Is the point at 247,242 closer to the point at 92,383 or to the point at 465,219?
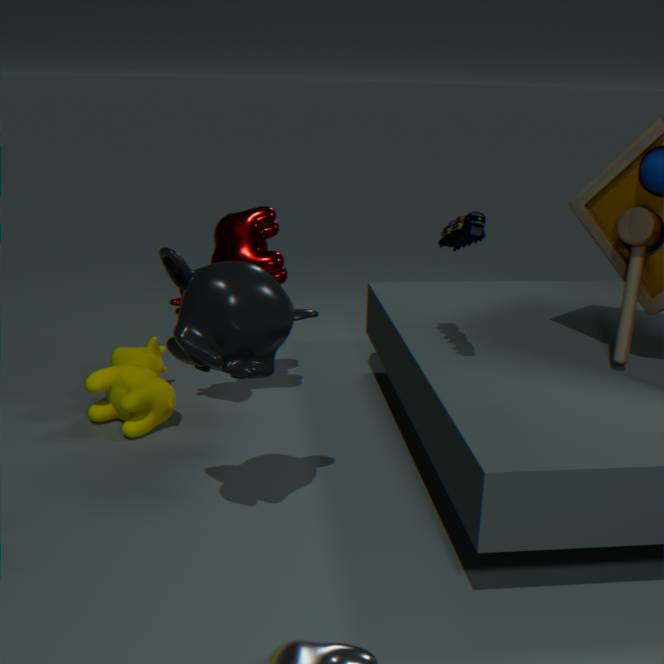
the point at 92,383
